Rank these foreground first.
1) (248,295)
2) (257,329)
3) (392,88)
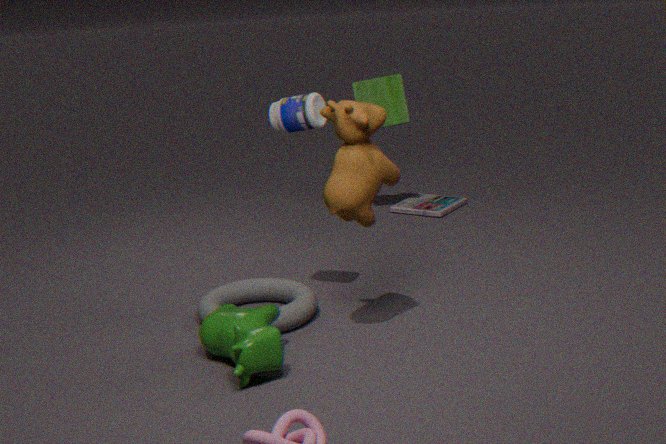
1. 2
2. 1
3. 3
